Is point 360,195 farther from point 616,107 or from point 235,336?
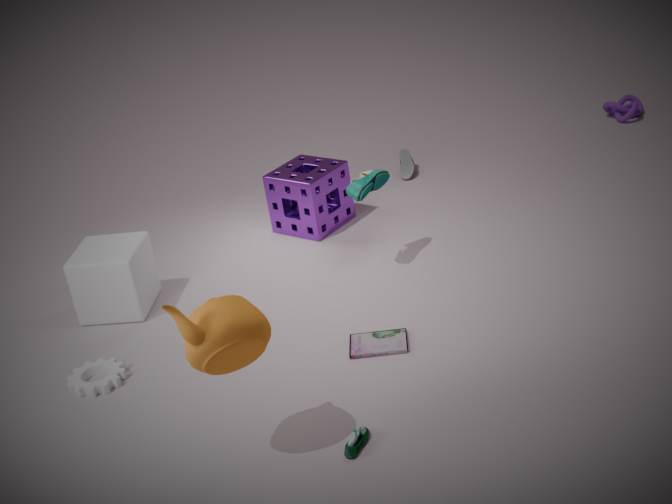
point 616,107
